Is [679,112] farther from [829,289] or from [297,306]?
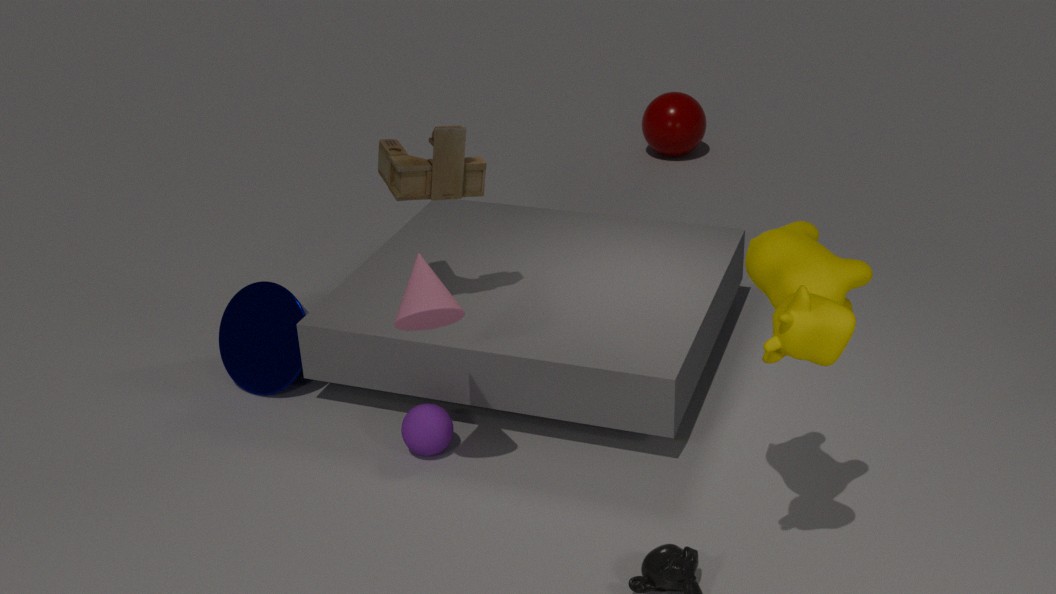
[829,289]
